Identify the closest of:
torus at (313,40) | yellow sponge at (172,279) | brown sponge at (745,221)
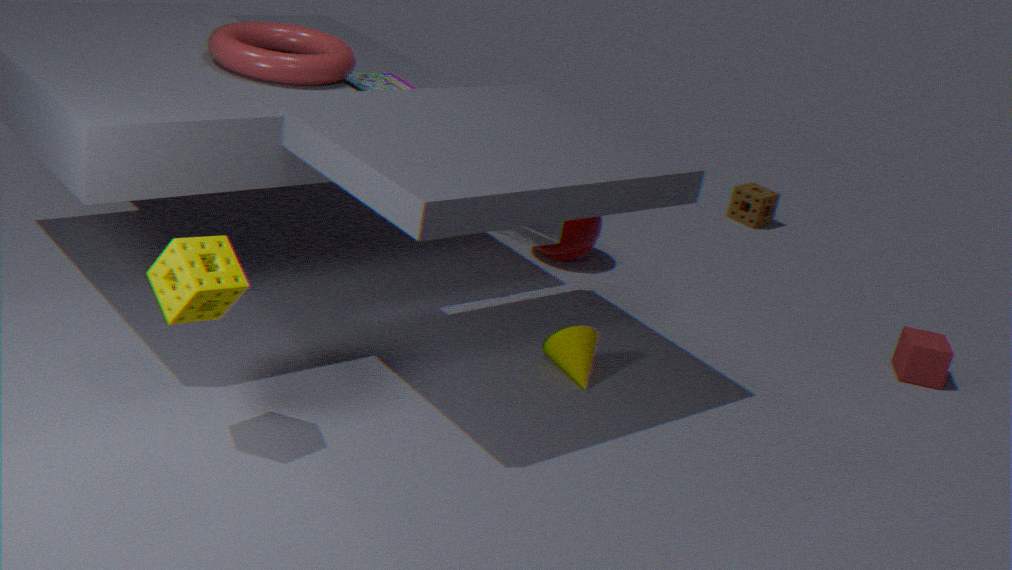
yellow sponge at (172,279)
